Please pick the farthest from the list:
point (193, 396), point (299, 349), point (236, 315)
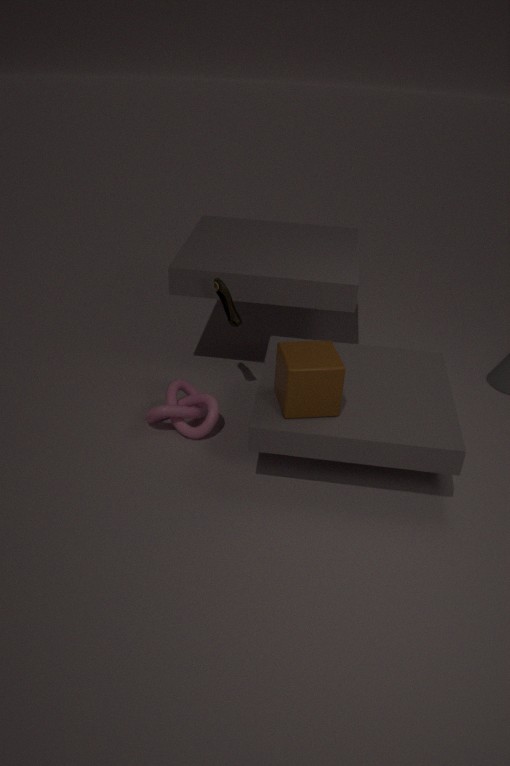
point (193, 396)
